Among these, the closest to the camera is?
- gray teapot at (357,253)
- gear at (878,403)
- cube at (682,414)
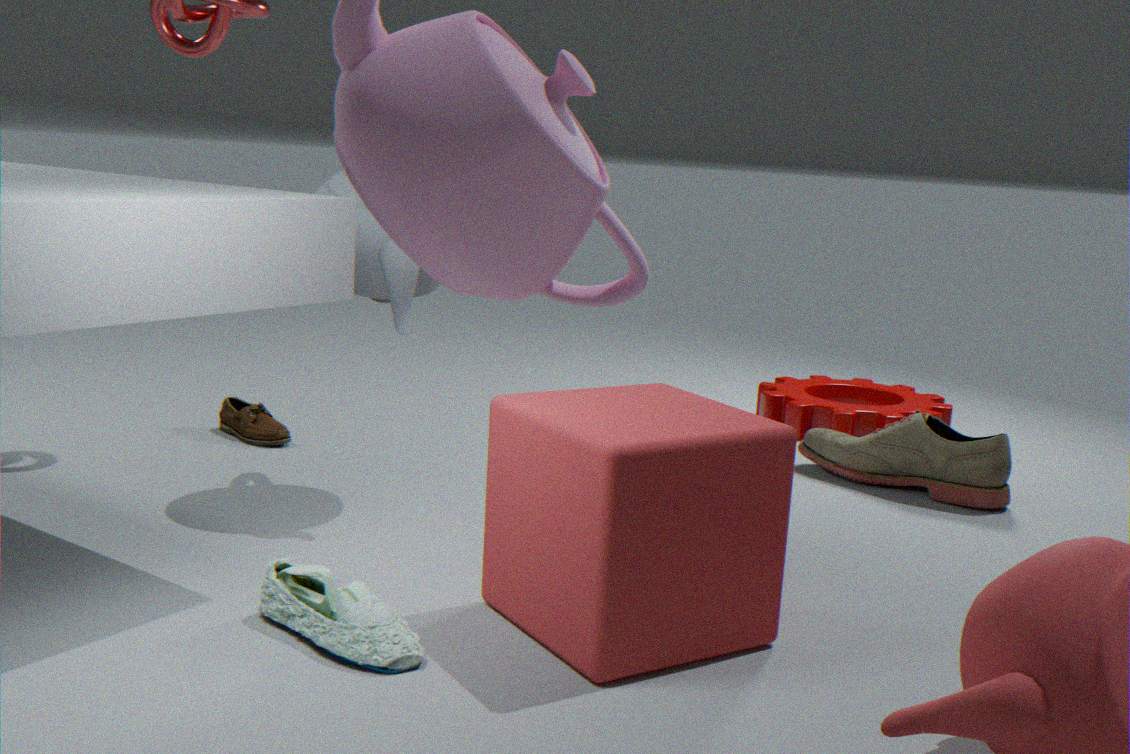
cube at (682,414)
